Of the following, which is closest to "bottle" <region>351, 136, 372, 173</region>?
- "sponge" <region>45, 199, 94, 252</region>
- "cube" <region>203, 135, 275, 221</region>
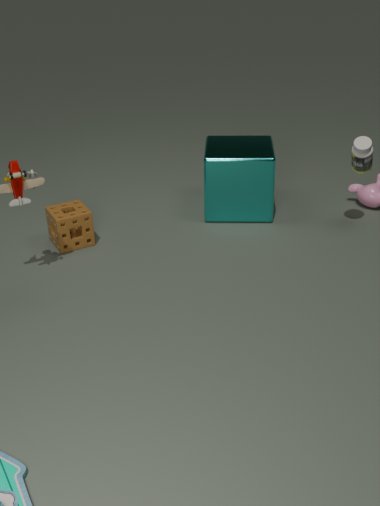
"cube" <region>203, 135, 275, 221</region>
